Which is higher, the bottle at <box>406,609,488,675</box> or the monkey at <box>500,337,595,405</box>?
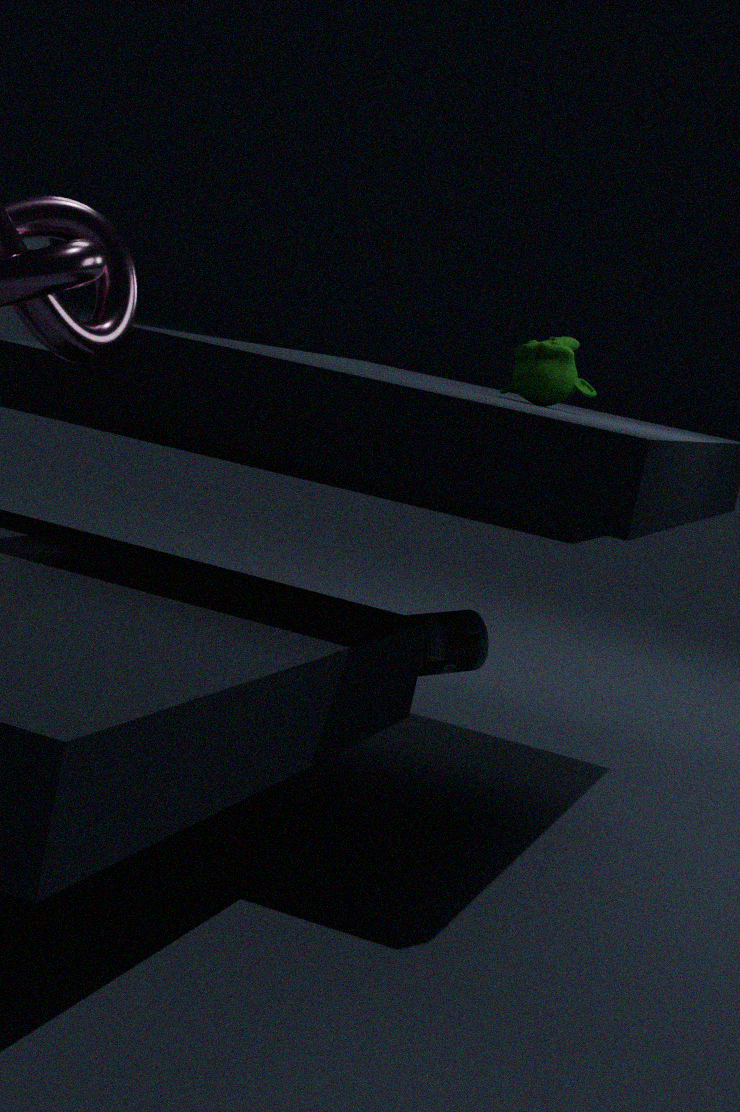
the monkey at <box>500,337,595,405</box>
